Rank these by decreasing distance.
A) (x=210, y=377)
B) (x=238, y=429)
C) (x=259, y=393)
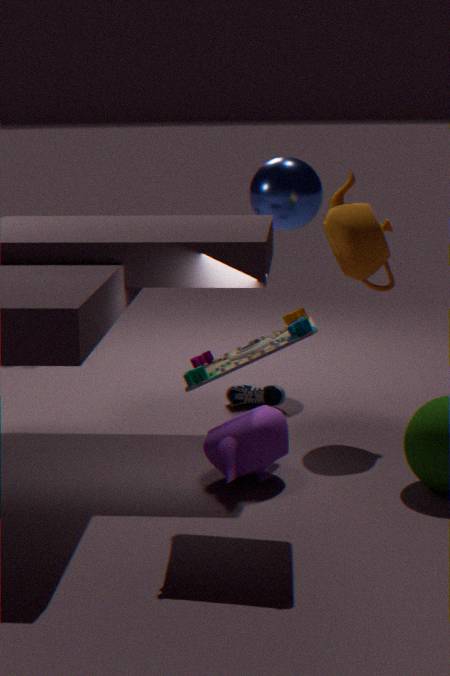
(x=259, y=393) < (x=238, y=429) < (x=210, y=377)
